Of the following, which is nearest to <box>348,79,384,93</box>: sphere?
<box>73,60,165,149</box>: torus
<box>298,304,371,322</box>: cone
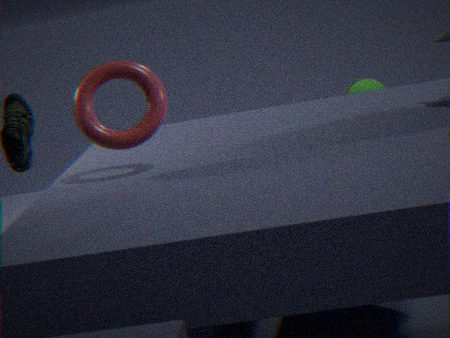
<box>298,304,371,322</box>: cone
